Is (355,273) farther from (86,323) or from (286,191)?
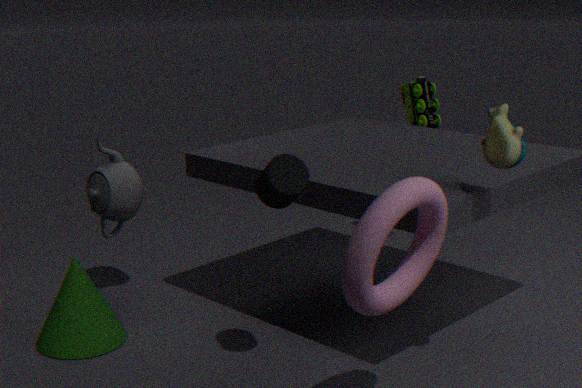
(86,323)
